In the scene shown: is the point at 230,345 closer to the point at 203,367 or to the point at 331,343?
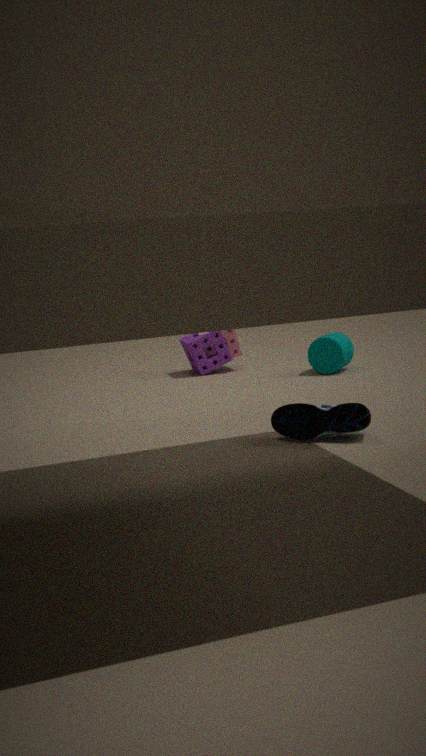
the point at 203,367
